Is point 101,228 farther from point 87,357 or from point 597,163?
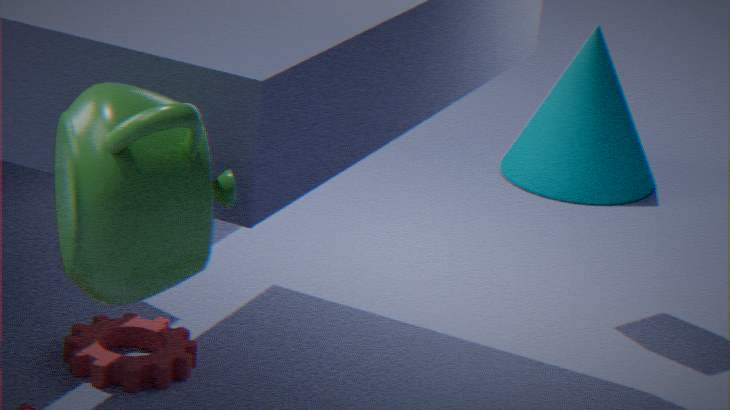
point 597,163
